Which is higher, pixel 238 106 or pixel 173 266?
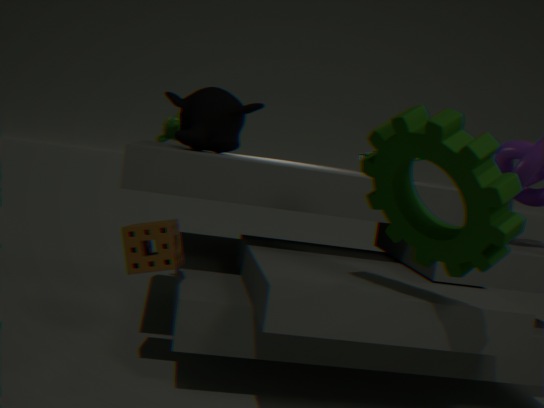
pixel 238 106
